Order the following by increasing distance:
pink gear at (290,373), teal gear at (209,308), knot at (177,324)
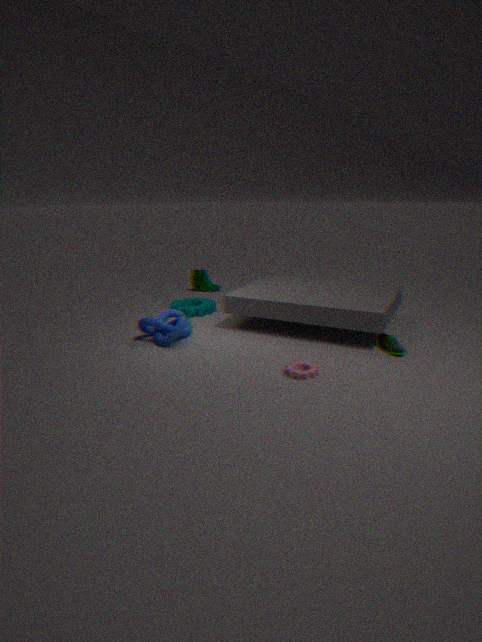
pink gear at (290,373), knot at (177,324), teal gear at (209,308)
